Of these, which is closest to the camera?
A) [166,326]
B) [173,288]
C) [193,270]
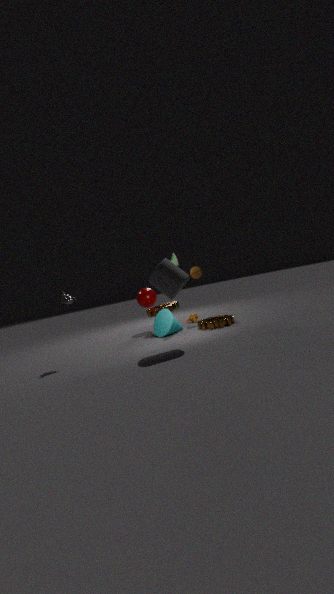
[173,288]
